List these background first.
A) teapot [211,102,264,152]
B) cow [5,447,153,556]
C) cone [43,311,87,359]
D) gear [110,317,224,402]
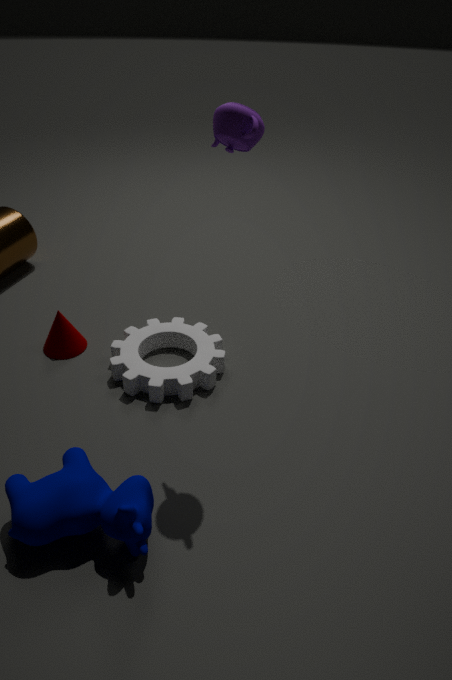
cone [43,311,87,359] < gear [110,317,224,402] < cow [5,447,153,556] < teapot [211,102,264,152]
